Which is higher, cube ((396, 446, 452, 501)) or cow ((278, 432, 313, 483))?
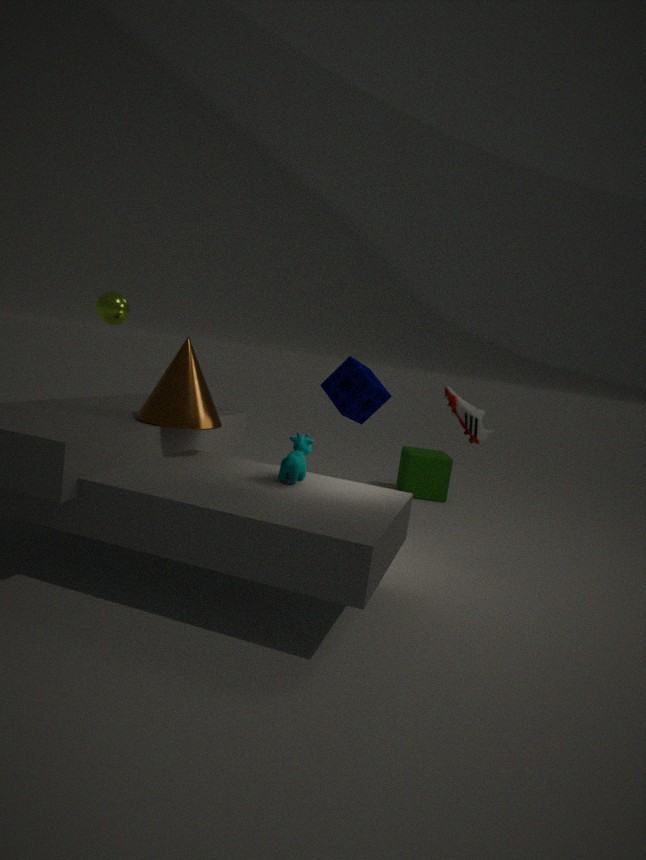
cow ((278, 432, 313, 483))
